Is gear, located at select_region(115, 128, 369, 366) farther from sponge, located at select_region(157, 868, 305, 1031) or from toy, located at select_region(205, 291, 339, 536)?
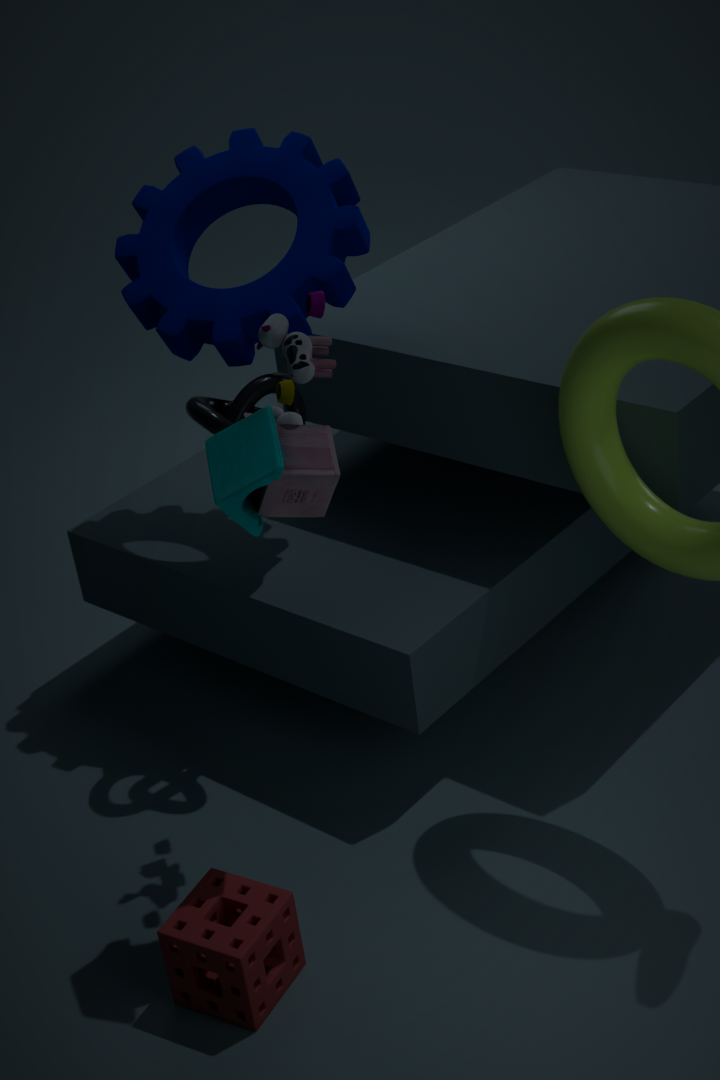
sponge, located at select_region(157, 868, 305, 1031)
